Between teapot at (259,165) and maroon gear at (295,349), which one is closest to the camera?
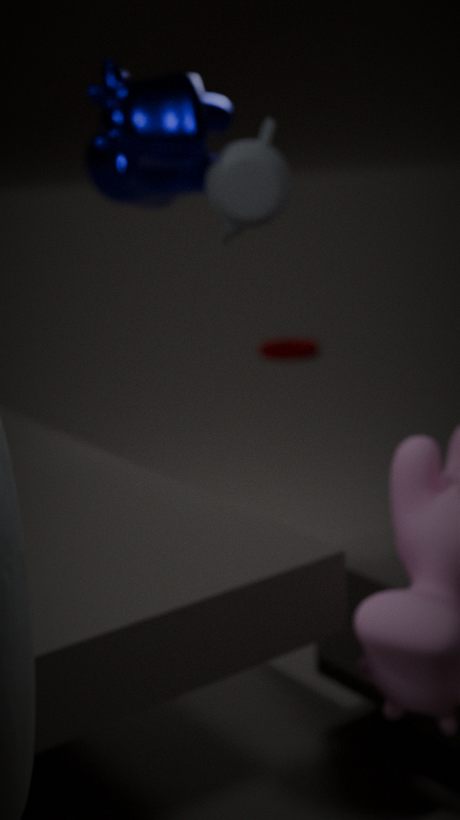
teapot at (259,165)
